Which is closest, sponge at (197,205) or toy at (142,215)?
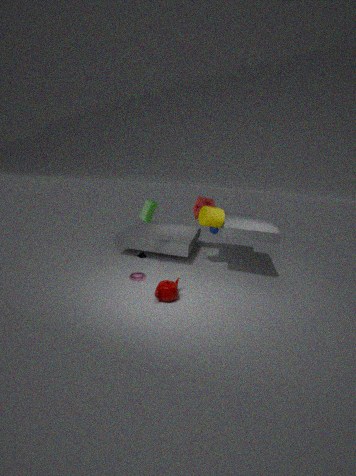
toy at (142,215)
